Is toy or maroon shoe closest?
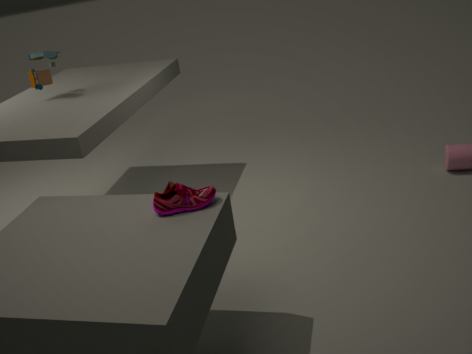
maroon shoe
